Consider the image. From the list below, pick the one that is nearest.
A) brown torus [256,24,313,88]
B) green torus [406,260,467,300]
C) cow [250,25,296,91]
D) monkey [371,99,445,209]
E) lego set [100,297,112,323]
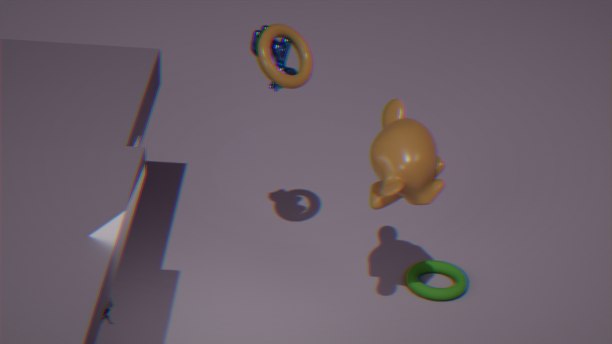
E. lego set [100,297,112,323]
